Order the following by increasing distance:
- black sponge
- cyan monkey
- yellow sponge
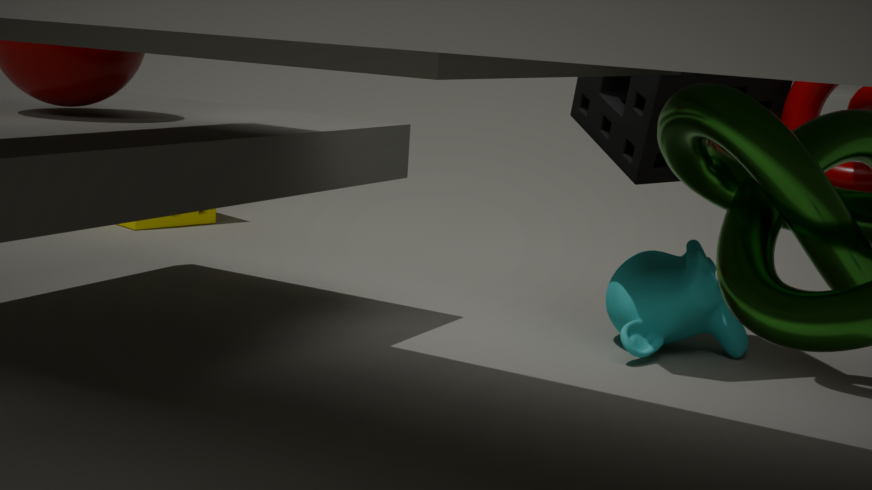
black sponge < cyan monkey < yellow sponge
